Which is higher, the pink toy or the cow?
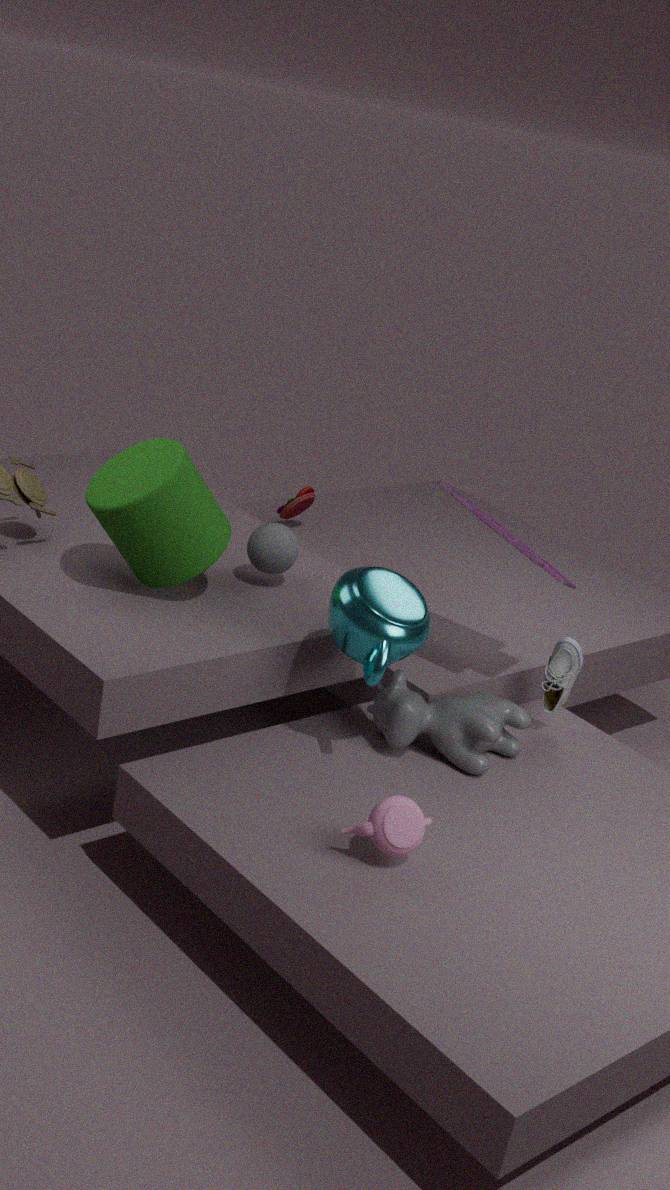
the pink toy
